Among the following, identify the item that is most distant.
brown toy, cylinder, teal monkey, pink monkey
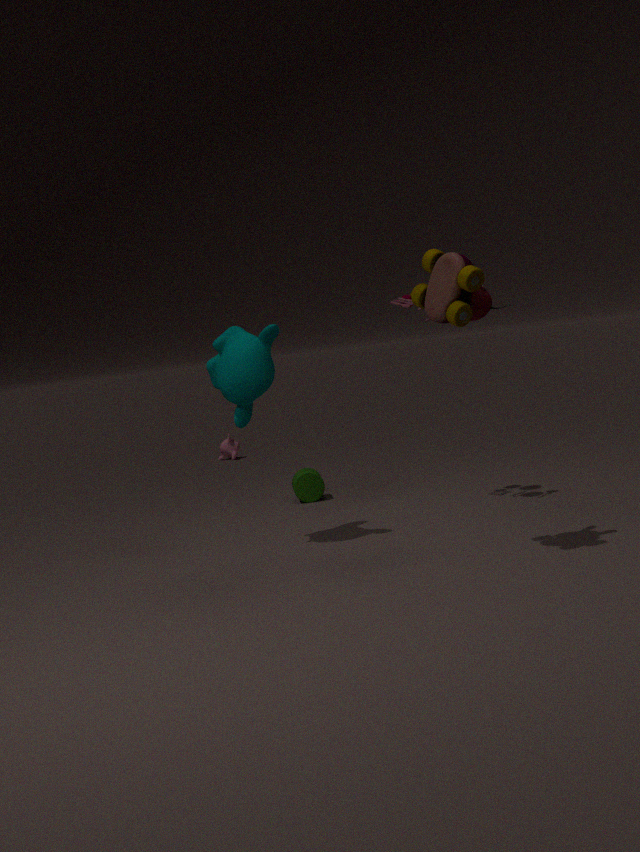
pink monkey
